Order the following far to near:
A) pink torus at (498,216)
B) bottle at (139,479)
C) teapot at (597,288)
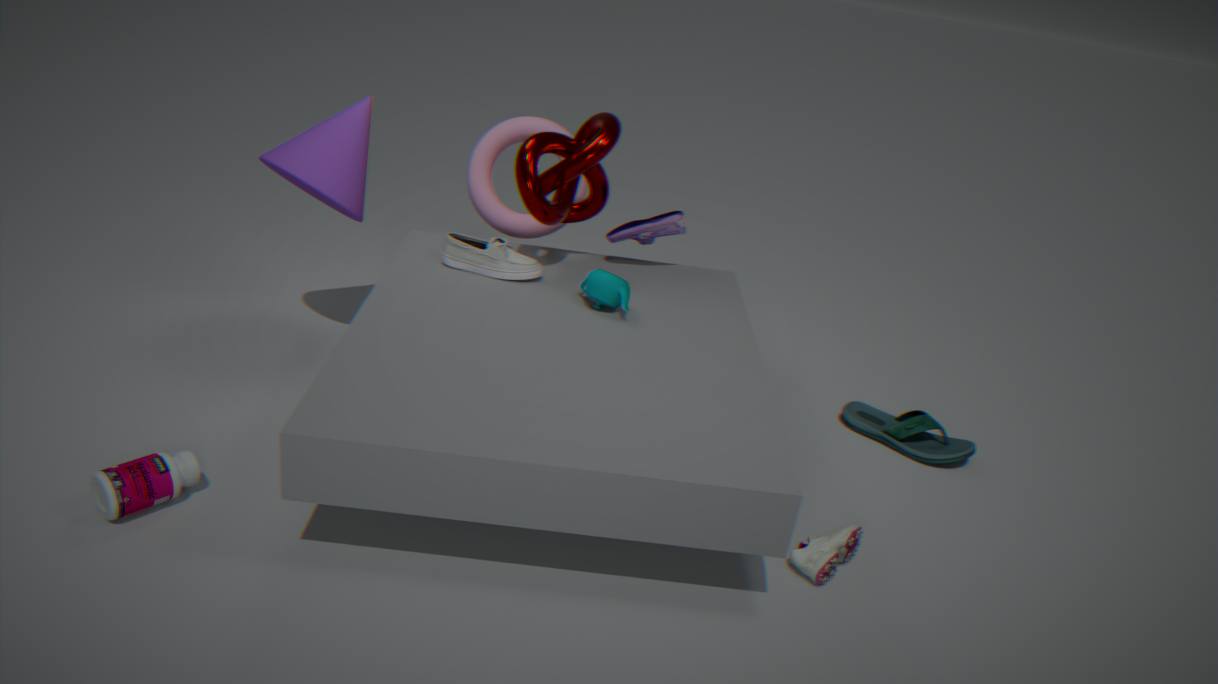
pink torus at (498,216) → teapot at (597,288) → bottle at (139,479)
